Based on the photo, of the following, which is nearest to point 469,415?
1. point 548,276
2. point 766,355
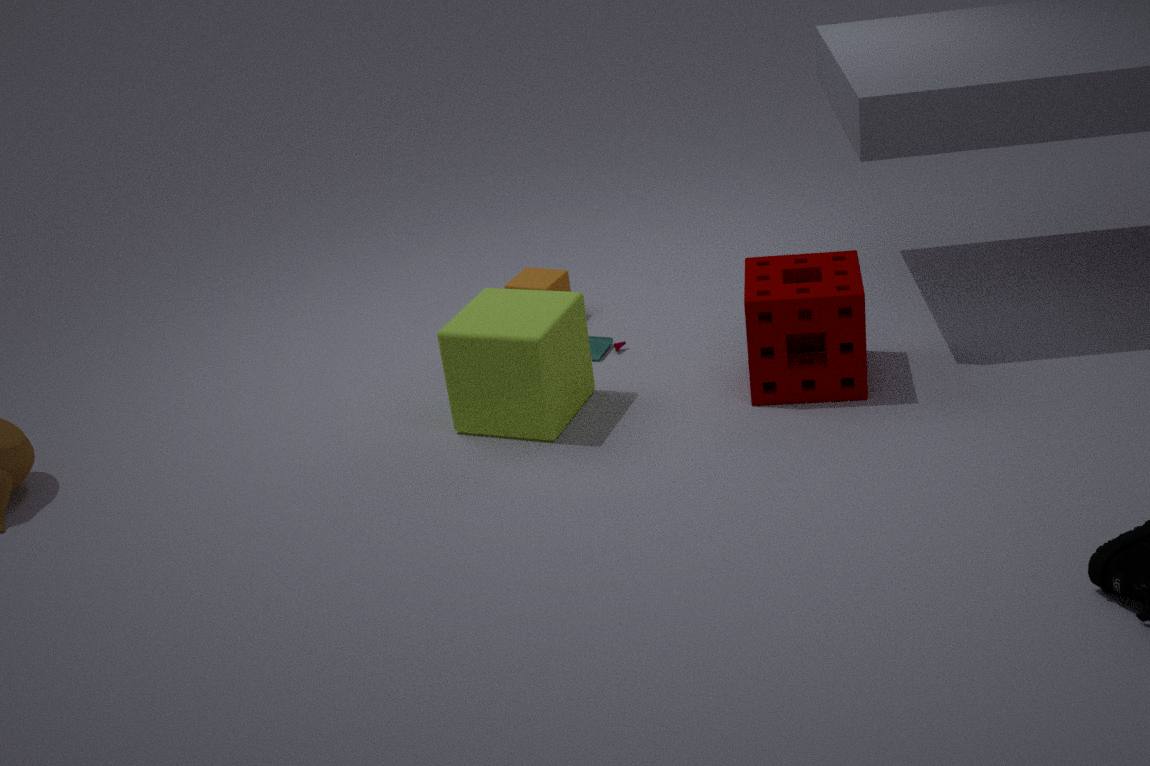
point 548,276
